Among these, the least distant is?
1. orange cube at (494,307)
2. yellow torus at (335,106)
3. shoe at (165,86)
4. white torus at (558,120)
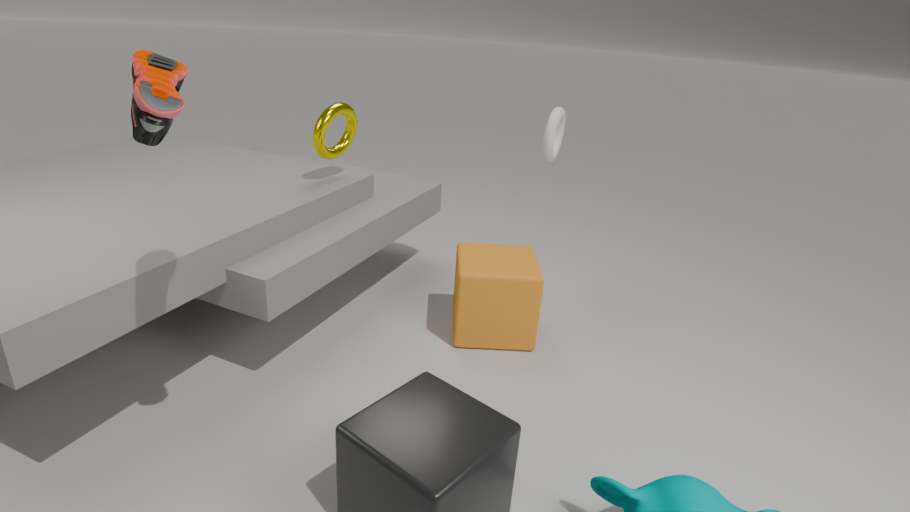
shoe at (165,86)
